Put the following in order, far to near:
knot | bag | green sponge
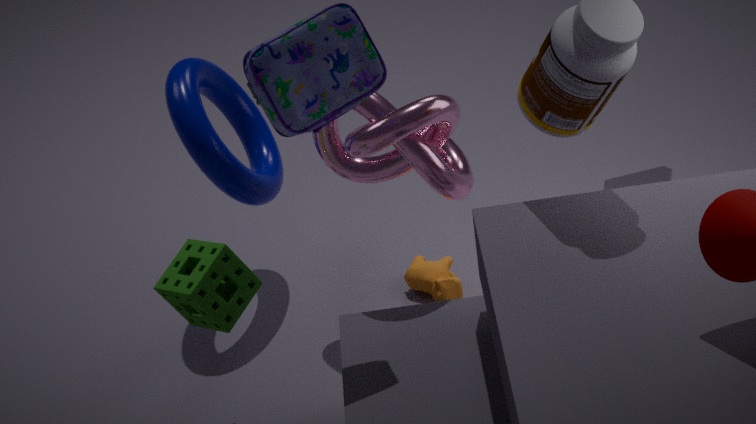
1. knot
2. green sponge
3. bag
